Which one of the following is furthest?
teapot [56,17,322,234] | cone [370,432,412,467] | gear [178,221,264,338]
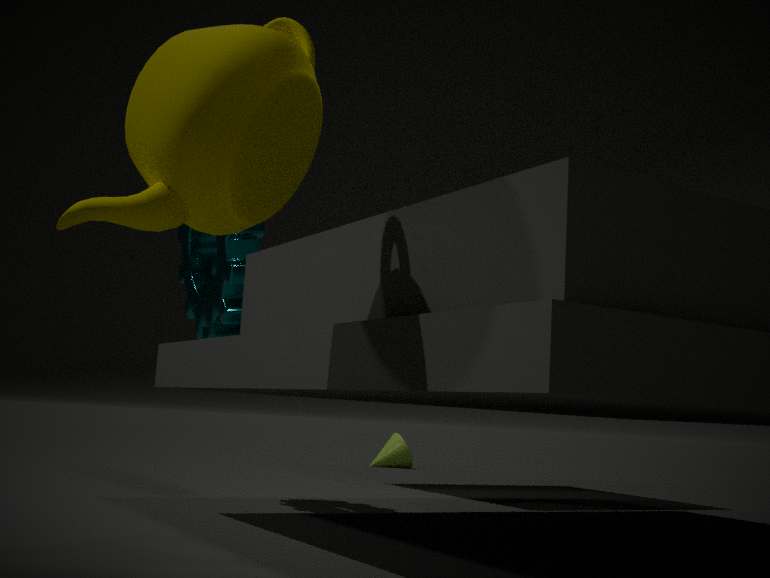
cone [370,432,412,467]
